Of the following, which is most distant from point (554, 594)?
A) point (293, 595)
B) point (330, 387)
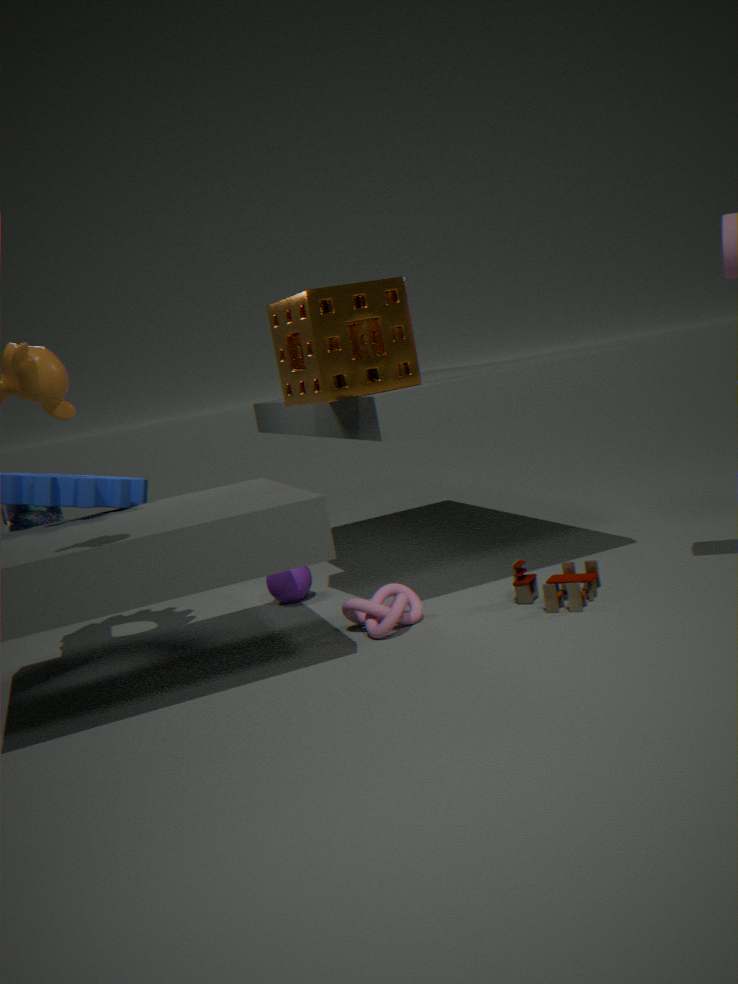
point (293, 595)
